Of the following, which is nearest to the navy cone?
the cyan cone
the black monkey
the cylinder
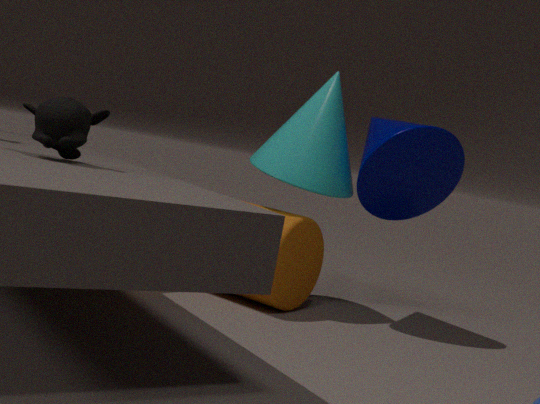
the cyan cone
